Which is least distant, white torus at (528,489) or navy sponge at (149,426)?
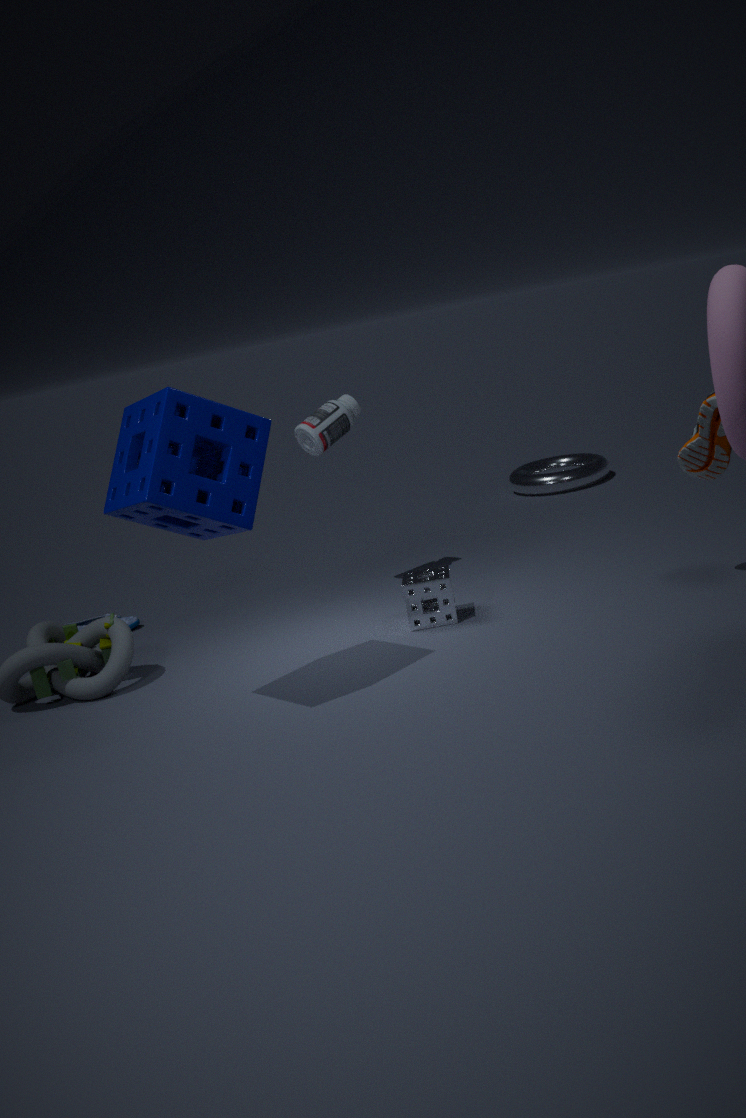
navy sponge at (149,426)
